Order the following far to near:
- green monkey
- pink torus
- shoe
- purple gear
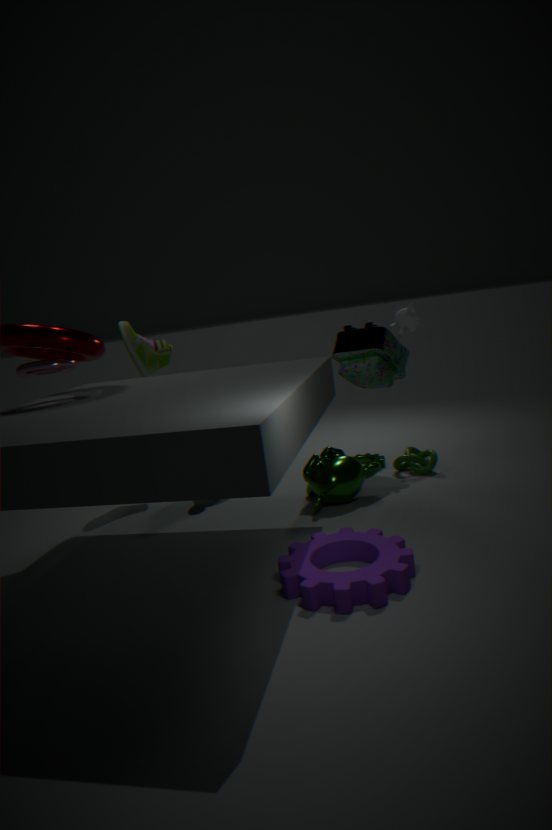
shoe
green monkey
pink torus
purple gear
